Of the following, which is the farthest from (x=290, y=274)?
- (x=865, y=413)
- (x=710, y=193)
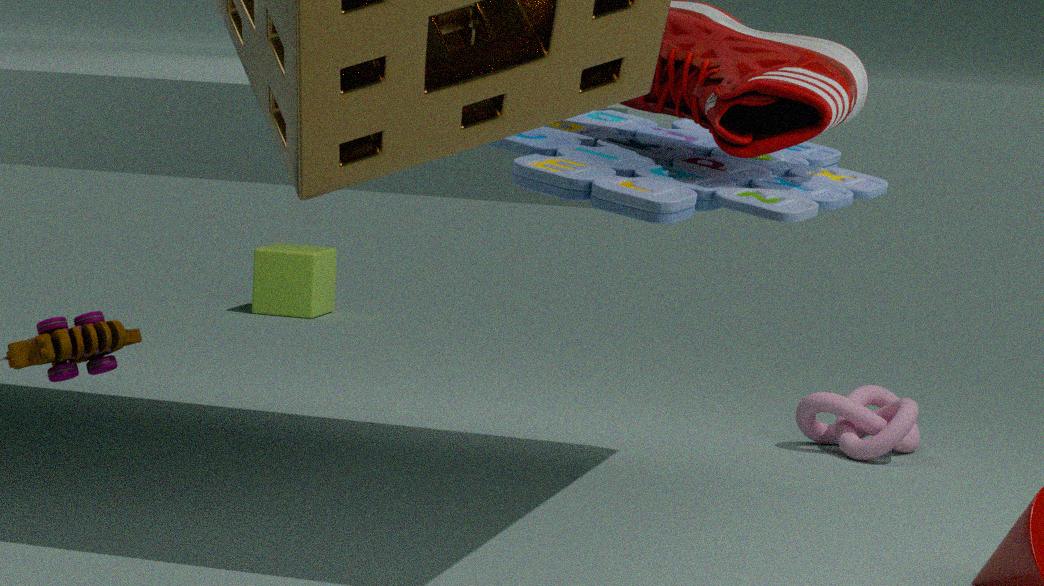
(x=710, y=193)
